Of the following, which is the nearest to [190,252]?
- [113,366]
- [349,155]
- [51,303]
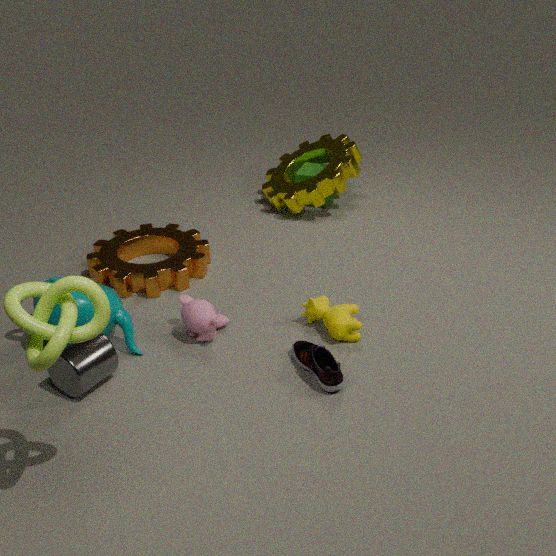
[113,366]
